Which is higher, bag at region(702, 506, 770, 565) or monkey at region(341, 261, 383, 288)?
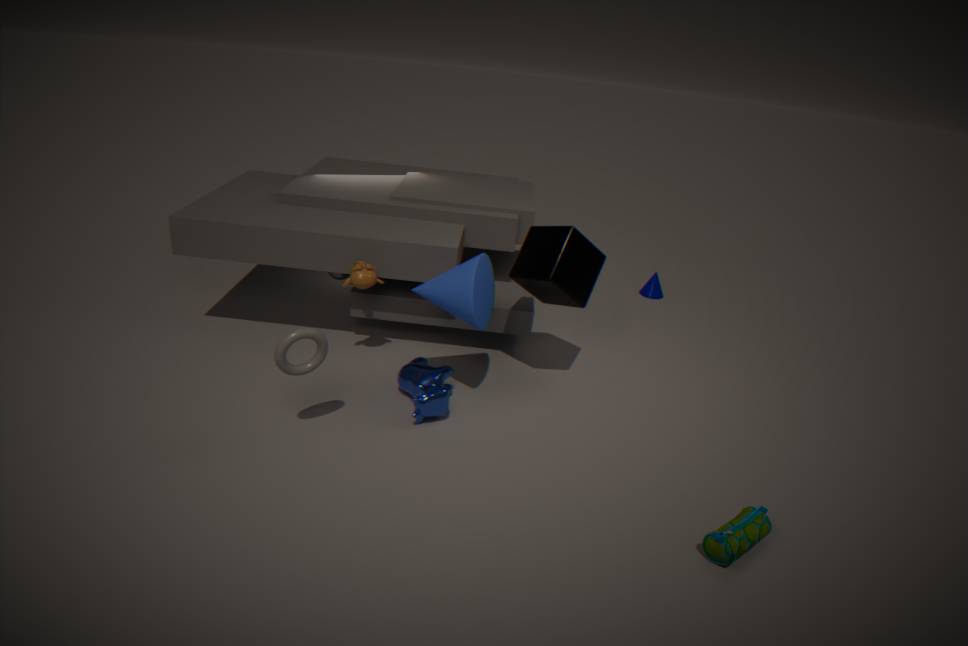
monkey at region(341, 261, 383, 288)
